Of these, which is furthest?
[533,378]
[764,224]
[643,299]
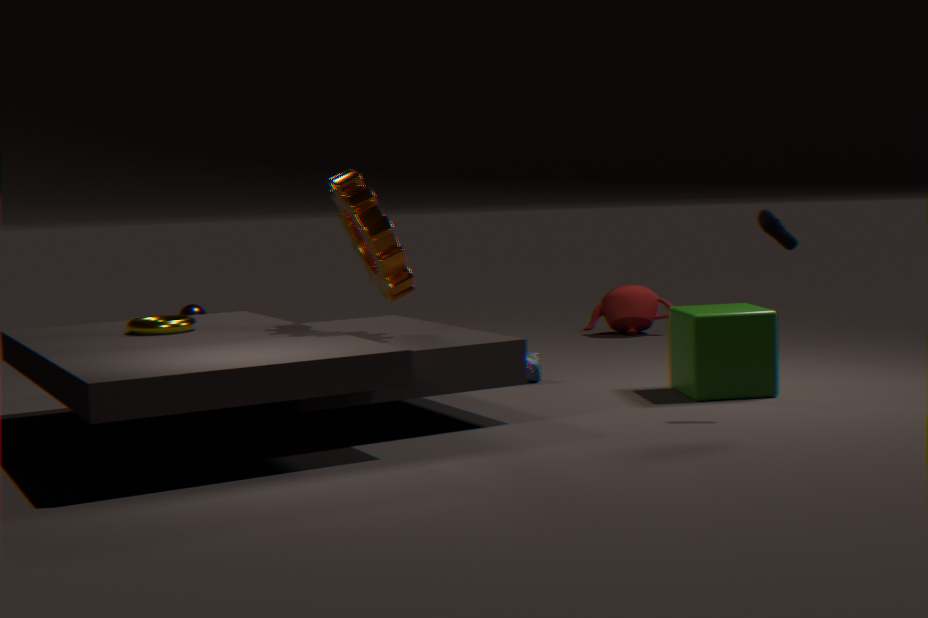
[643,299]
